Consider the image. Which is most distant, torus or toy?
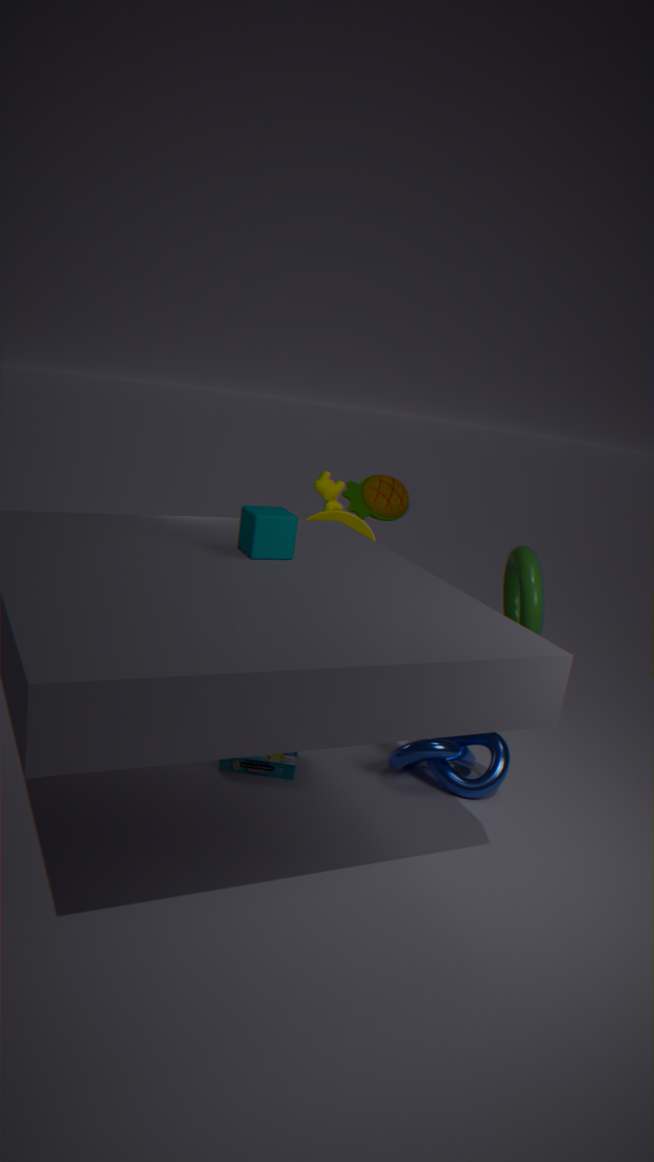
toy
